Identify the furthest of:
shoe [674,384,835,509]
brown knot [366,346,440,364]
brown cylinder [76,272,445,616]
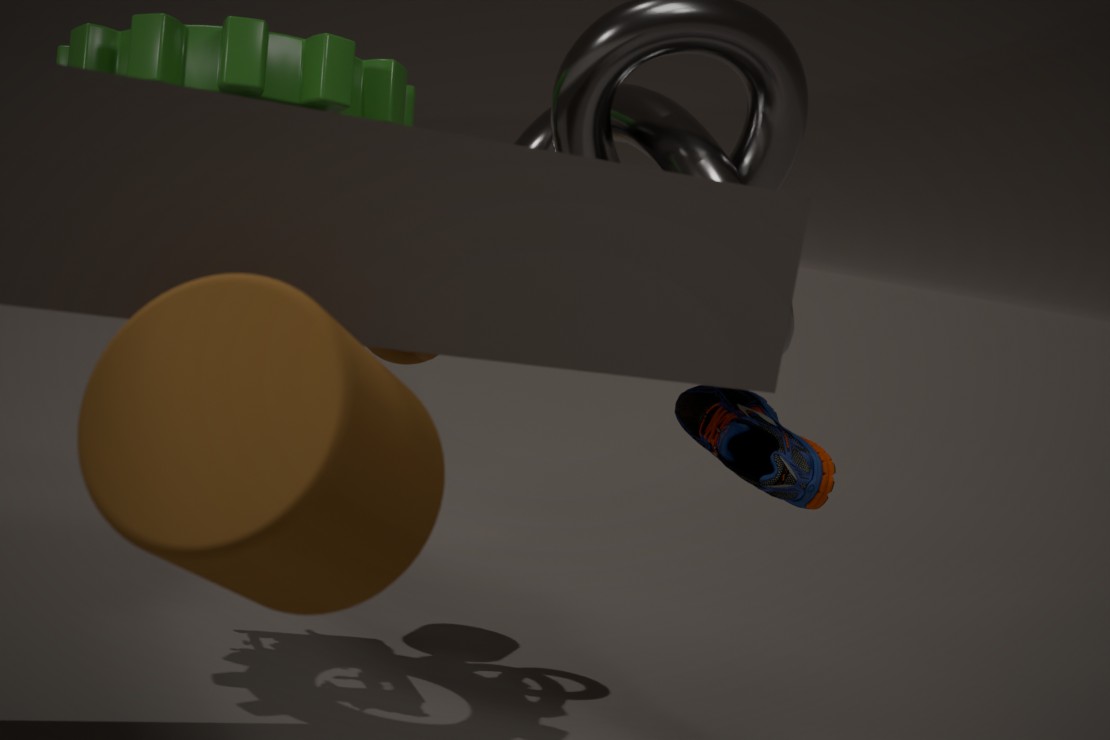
brown knot [366,346,440,364]
